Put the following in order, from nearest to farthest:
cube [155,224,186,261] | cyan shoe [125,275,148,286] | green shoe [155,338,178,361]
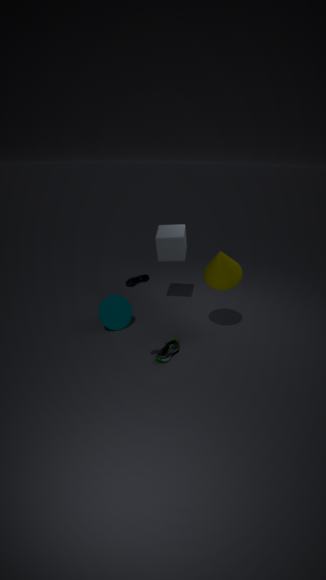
1. cyan shoe [125,275,148,286]
2. green shoe [155,338,178,361]
3. cube [155,224,186,261]
